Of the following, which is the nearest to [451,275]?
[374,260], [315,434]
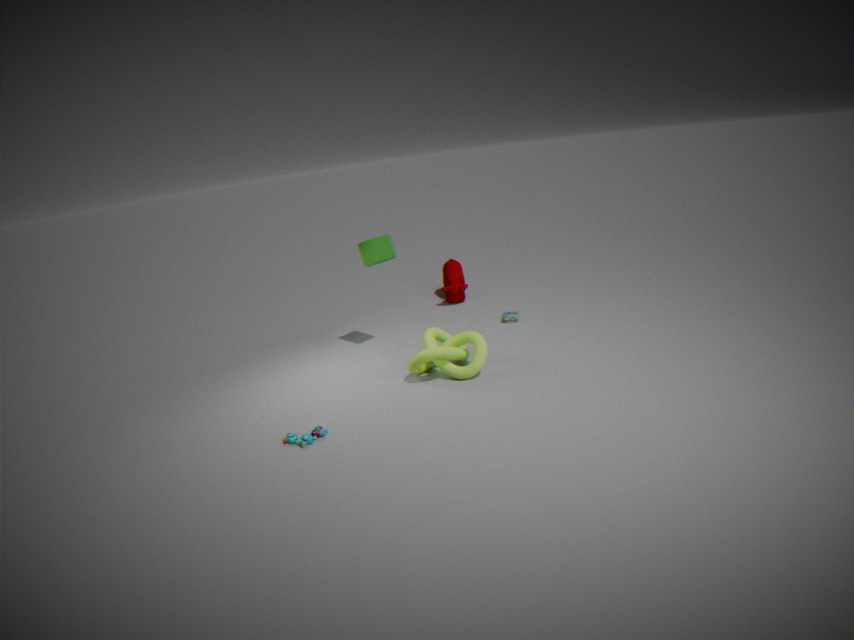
[374,260]
